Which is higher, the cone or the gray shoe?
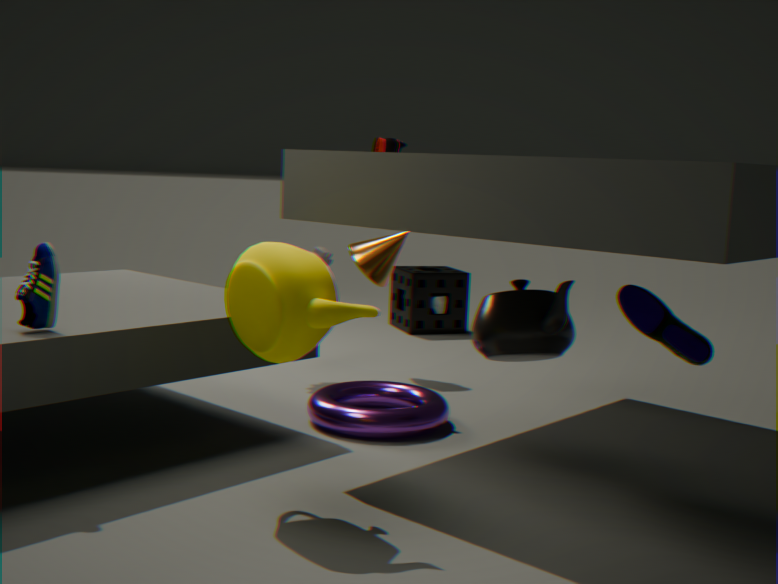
the cone
